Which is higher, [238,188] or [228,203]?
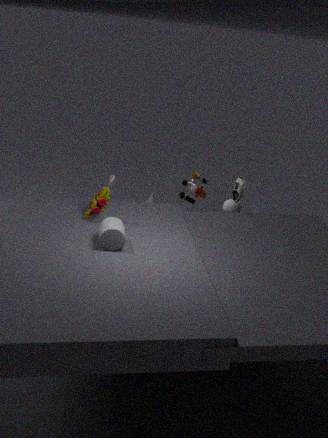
[238,188]
